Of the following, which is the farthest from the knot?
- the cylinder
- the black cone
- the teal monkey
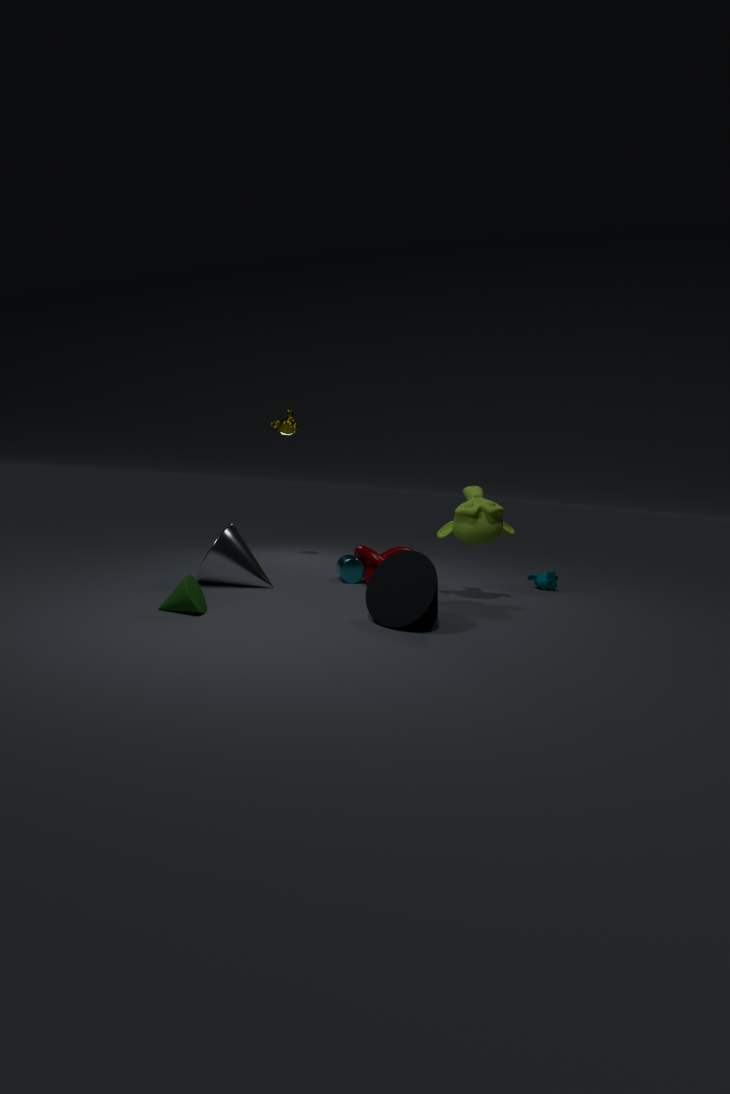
the teal monkey
